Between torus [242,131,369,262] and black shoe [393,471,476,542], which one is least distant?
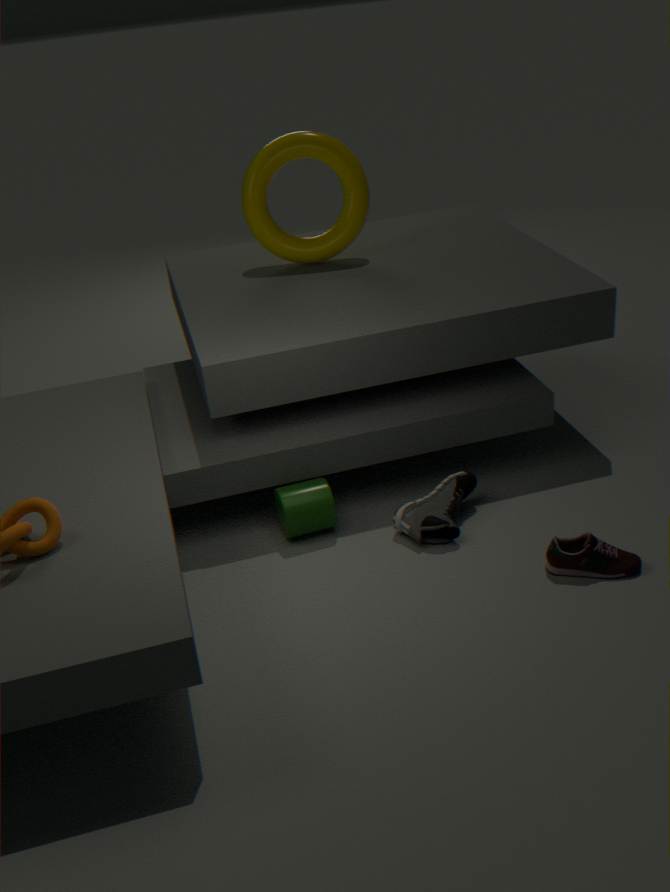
black shoe [393,471,476,542]
